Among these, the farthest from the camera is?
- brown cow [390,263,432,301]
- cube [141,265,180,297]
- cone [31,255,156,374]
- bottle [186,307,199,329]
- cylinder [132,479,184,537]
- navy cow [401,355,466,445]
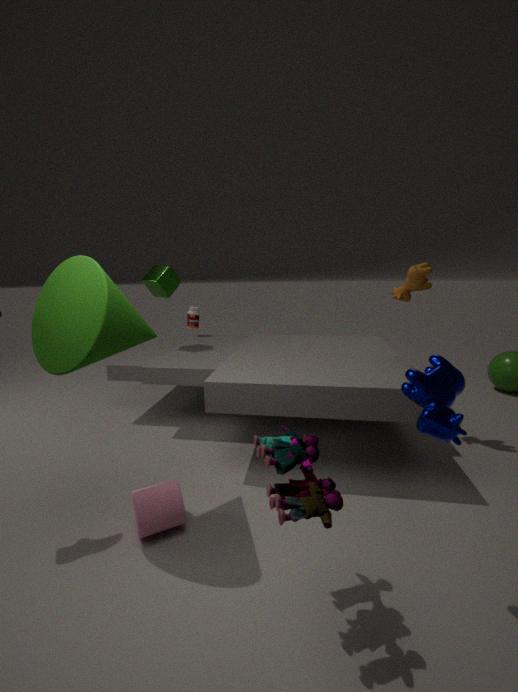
bottle [186,307,199,329]
